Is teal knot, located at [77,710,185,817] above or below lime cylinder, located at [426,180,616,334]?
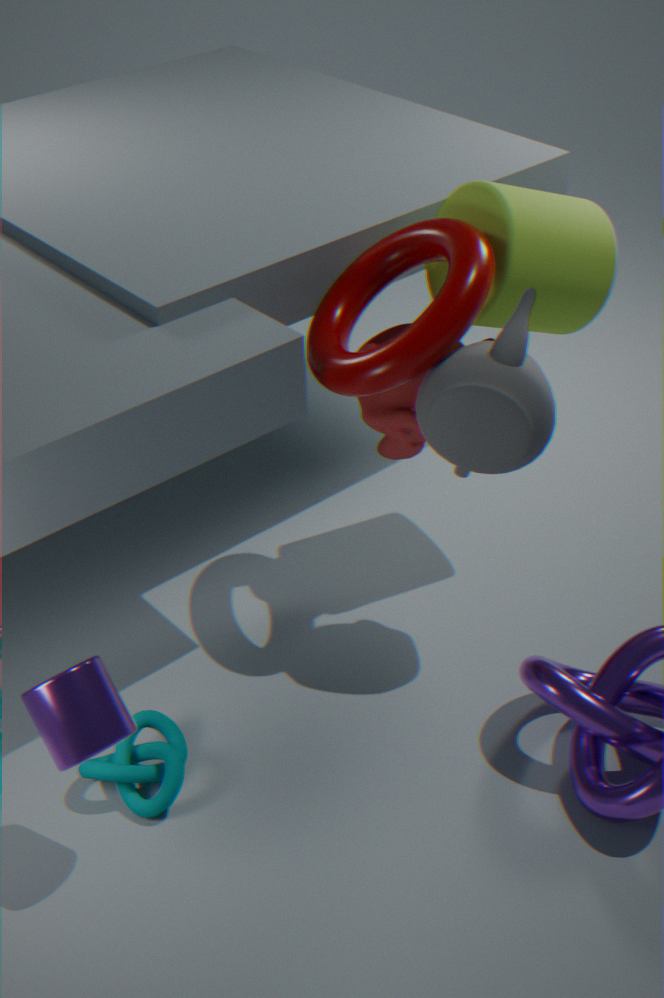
below
